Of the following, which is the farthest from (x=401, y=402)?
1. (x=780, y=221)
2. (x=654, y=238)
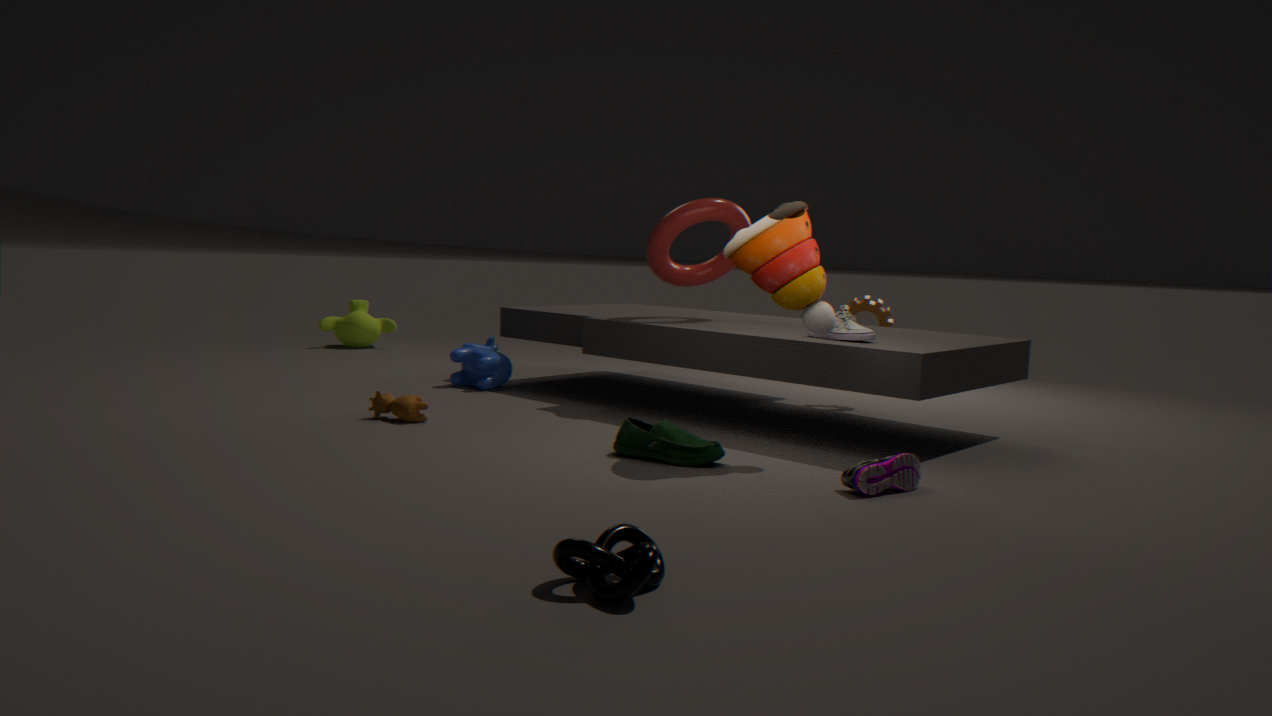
(x=780, y=221)
